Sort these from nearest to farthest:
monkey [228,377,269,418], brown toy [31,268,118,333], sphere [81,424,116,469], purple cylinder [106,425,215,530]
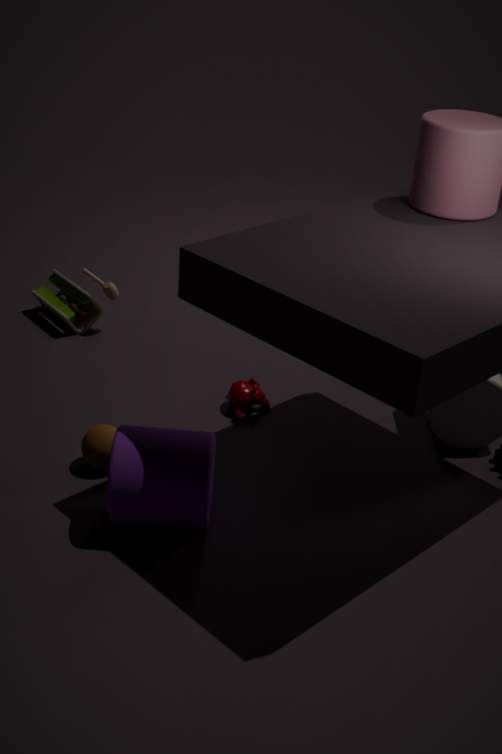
purple cylinder [106,425,215,530], sphere [81,424,116,469], monkey [228,377,269,418], brown toy [31,268,118,333]
